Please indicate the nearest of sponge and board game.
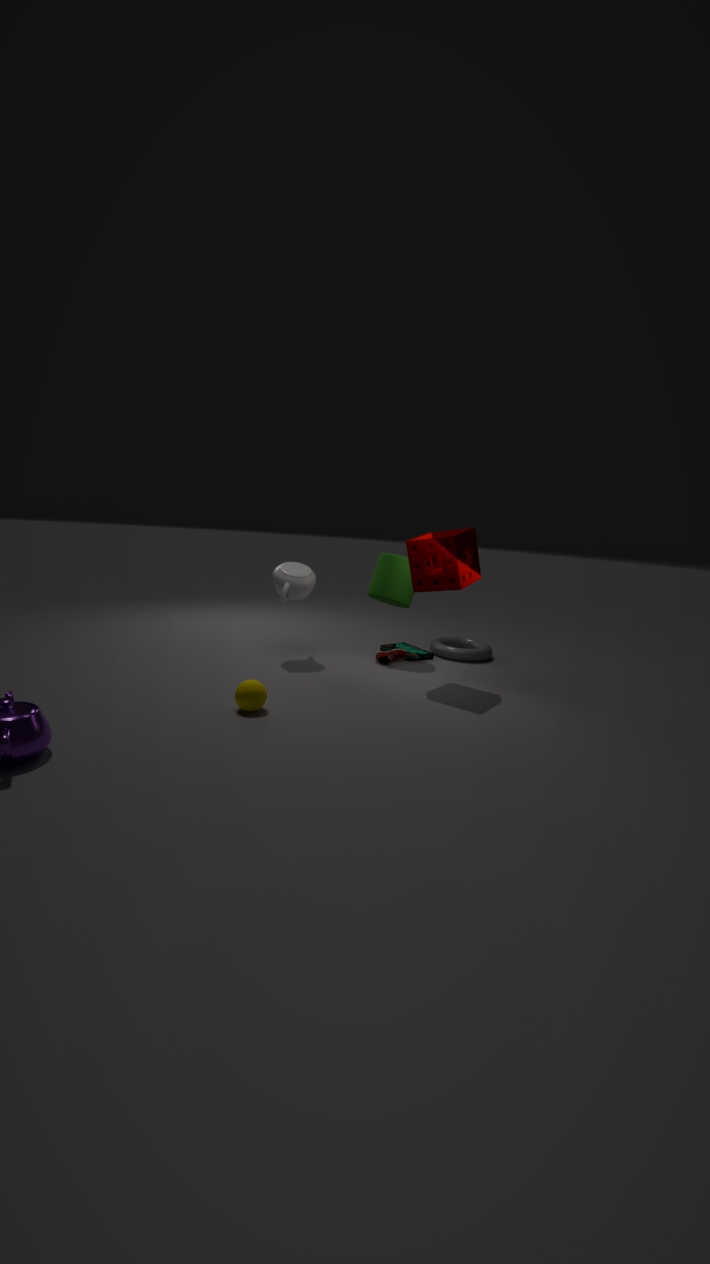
sponge
